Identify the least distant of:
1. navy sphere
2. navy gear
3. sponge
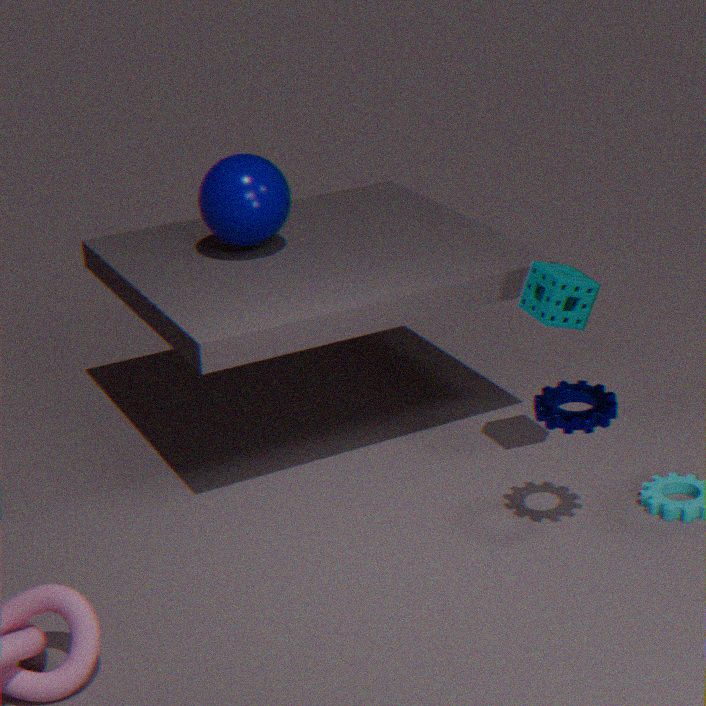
Answer: navy gear
